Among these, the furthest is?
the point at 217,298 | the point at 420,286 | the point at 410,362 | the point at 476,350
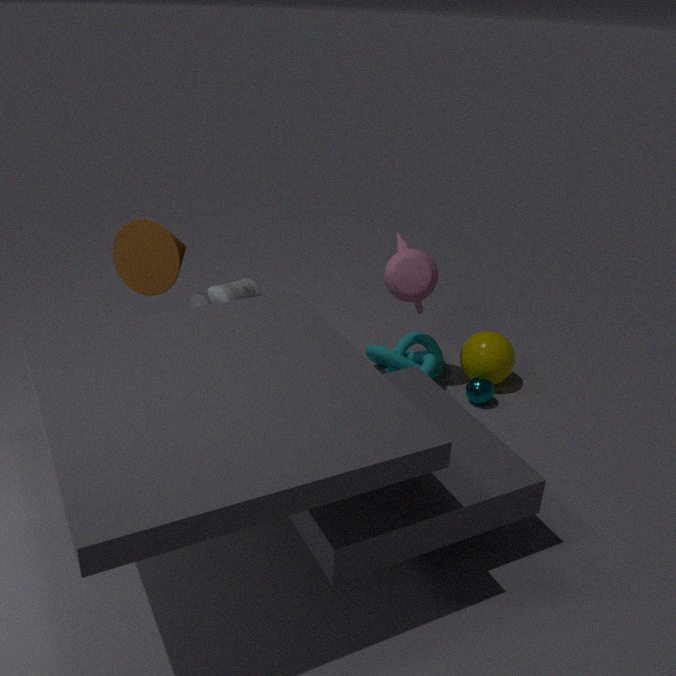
the point at 410,362
